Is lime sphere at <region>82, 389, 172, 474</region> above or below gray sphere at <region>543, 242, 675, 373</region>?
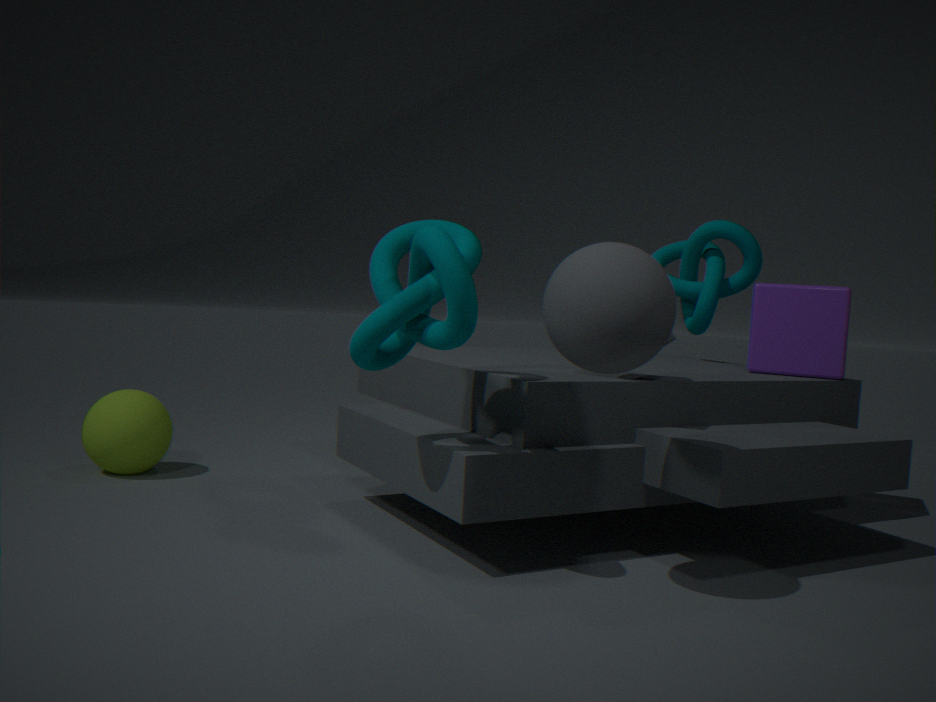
below
